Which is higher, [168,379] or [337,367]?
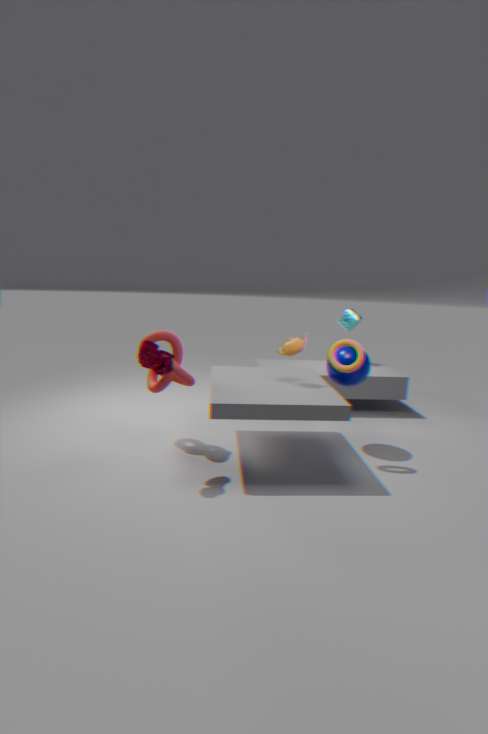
[337,367]
